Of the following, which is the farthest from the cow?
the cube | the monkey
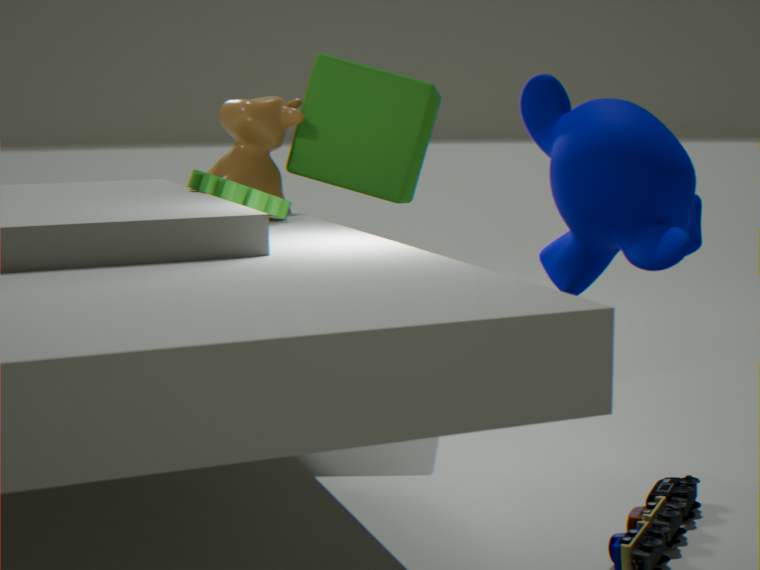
the monkey
